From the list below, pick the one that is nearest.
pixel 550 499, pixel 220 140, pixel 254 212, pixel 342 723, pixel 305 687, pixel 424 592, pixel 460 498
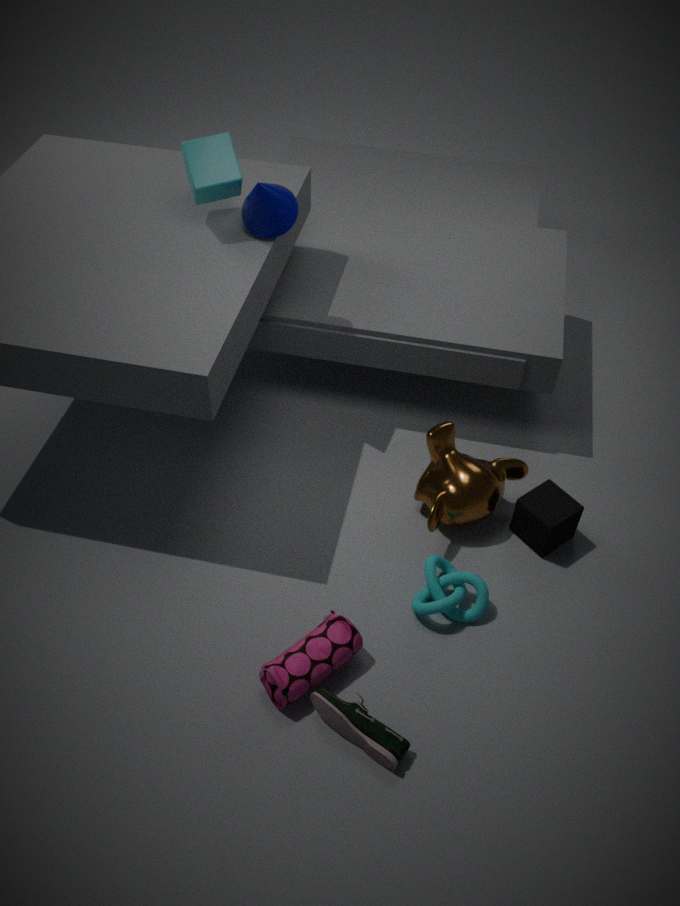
pixel 342 723
